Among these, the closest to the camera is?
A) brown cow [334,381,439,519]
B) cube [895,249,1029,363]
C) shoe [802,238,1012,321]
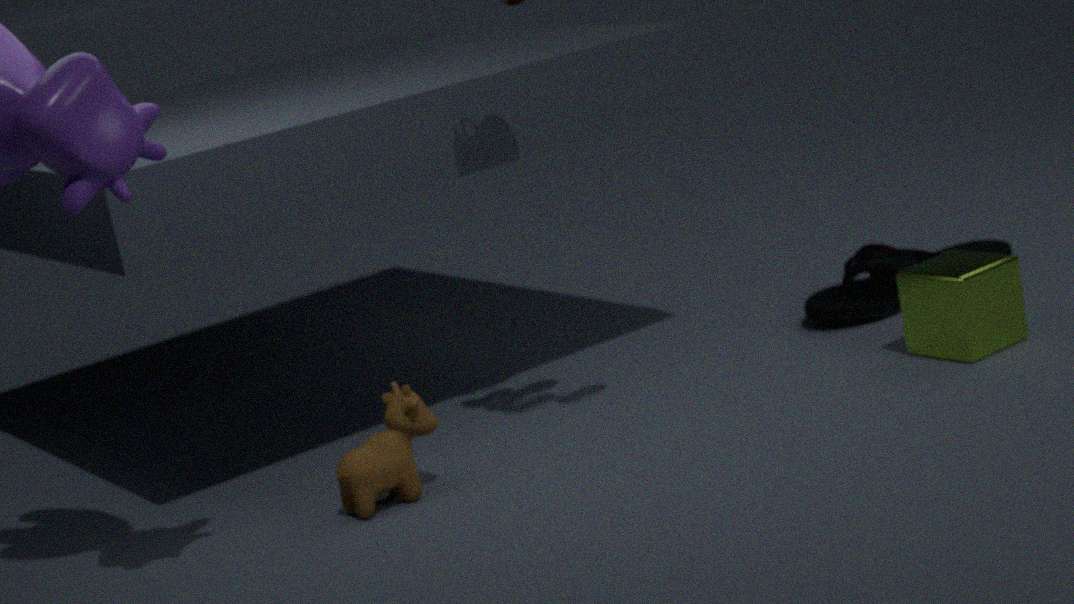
brown cow [334,381,439,519]
